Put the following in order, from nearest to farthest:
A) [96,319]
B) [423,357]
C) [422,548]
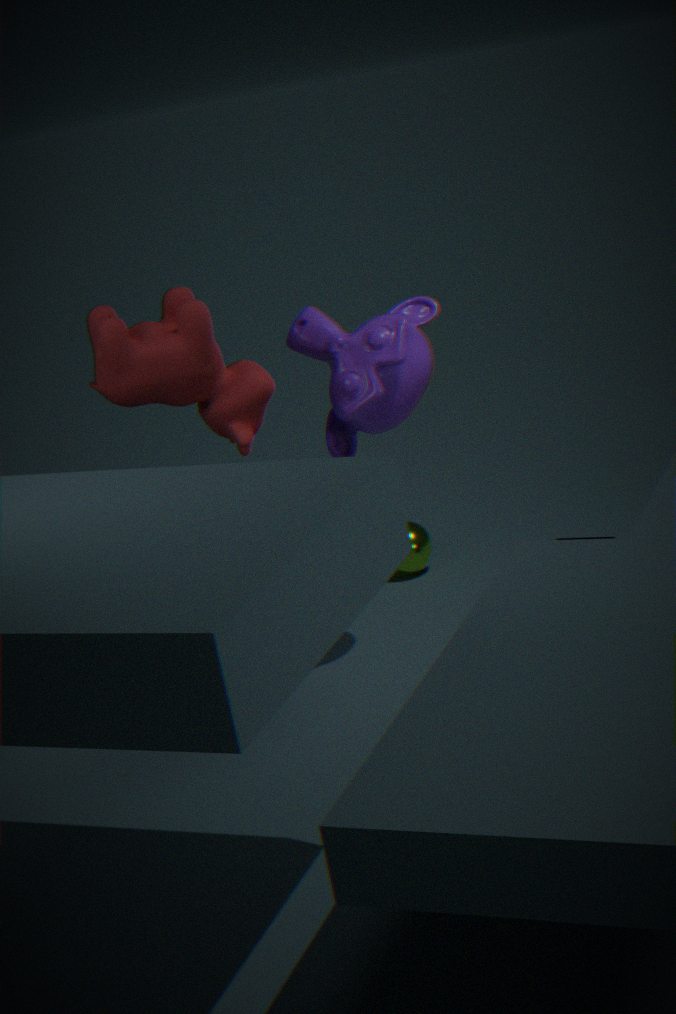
[96,319] < [423,357] < [422,548]
